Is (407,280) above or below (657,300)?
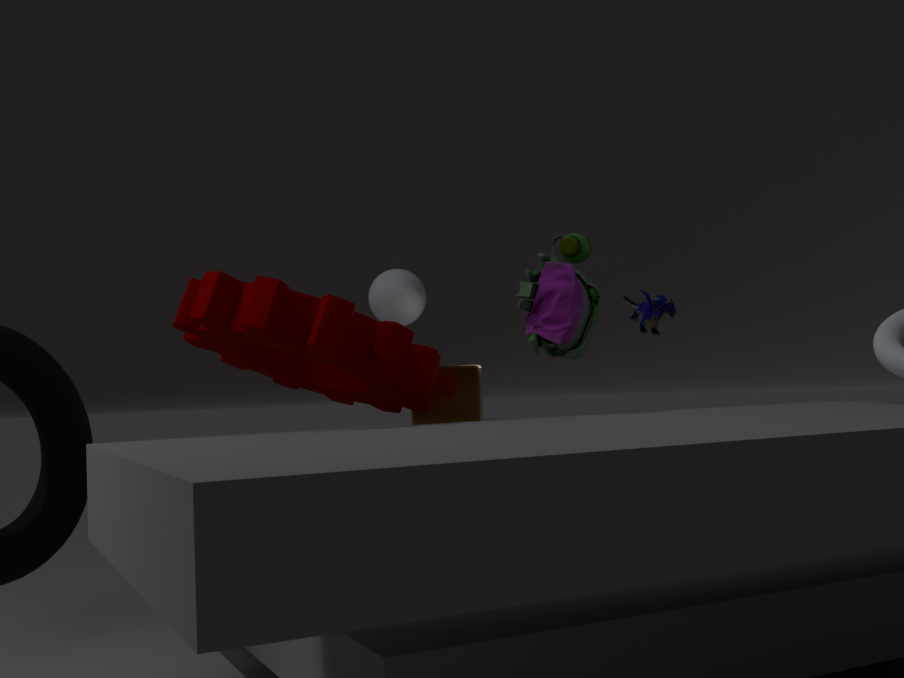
above
